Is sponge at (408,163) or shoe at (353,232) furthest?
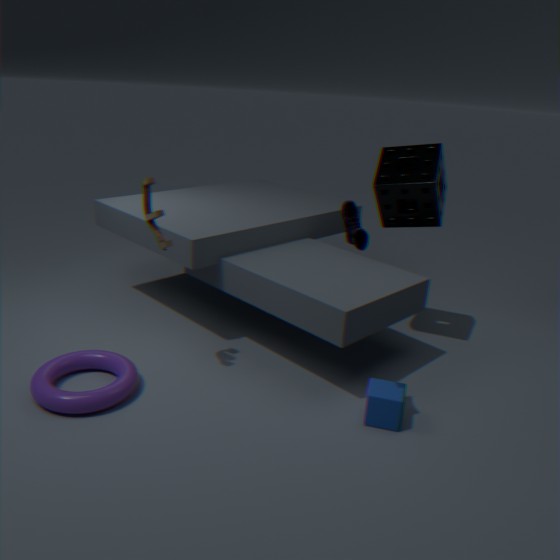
sponge at (408,163)
